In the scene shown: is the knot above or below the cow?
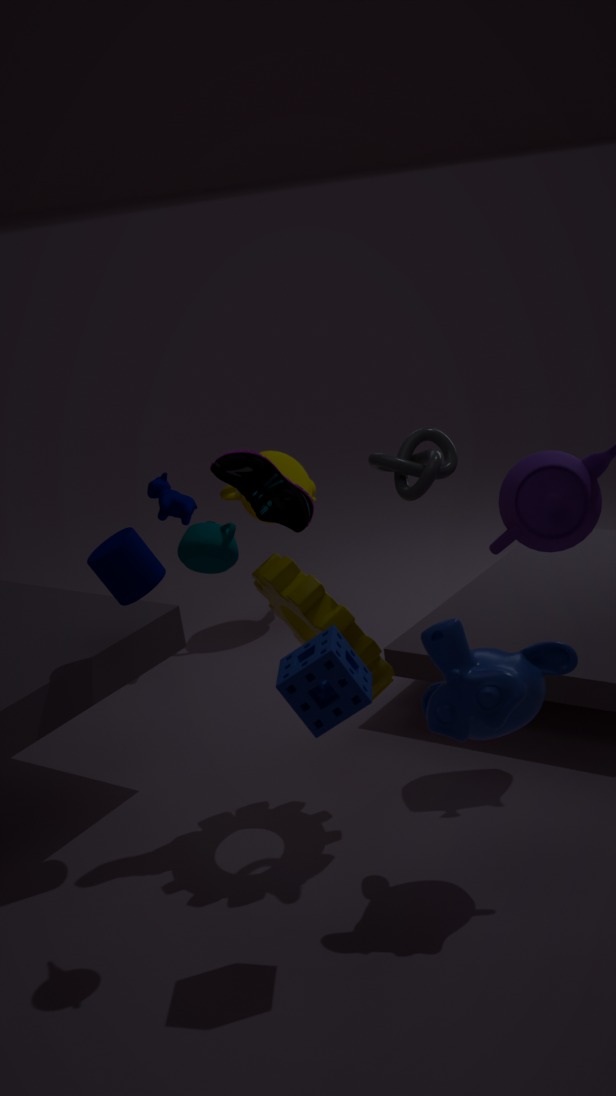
above
